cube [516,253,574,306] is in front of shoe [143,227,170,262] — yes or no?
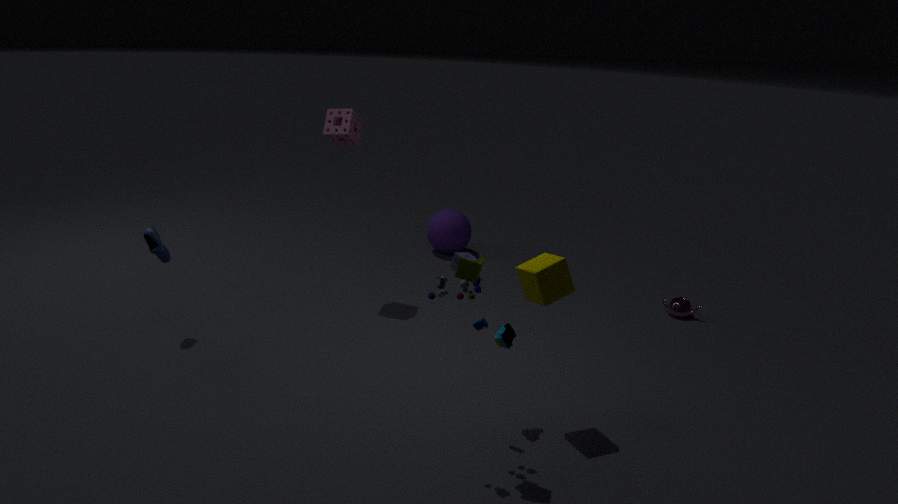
Yes
